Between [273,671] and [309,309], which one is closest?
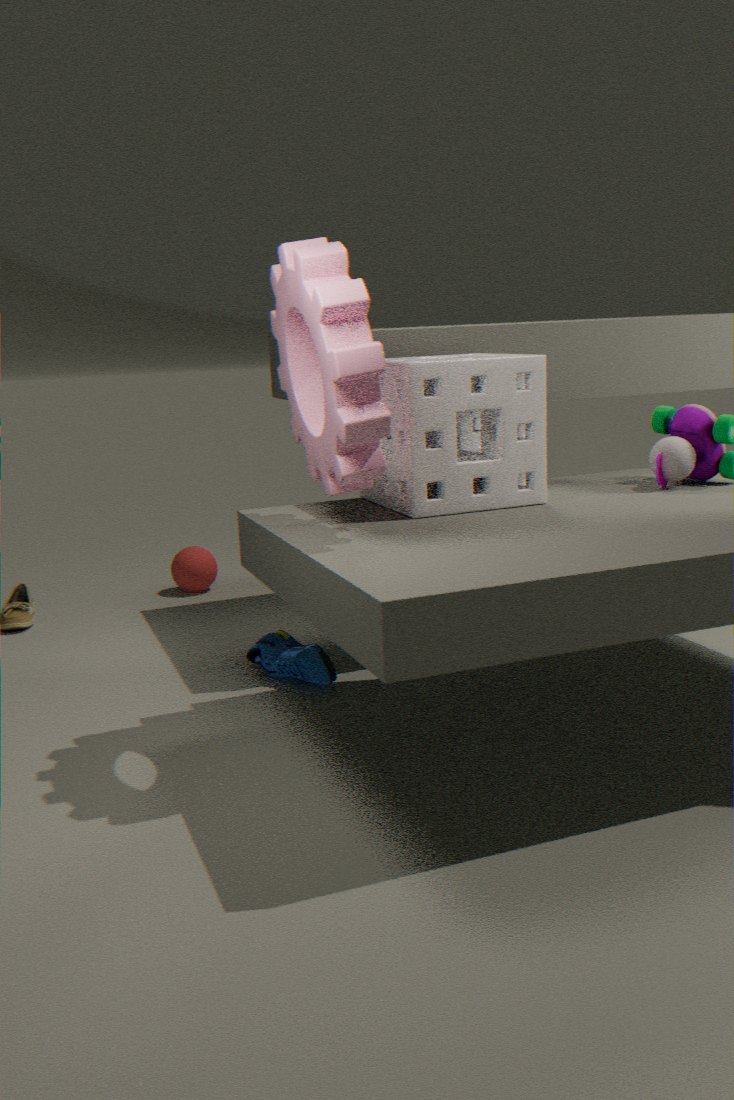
[309,309]
